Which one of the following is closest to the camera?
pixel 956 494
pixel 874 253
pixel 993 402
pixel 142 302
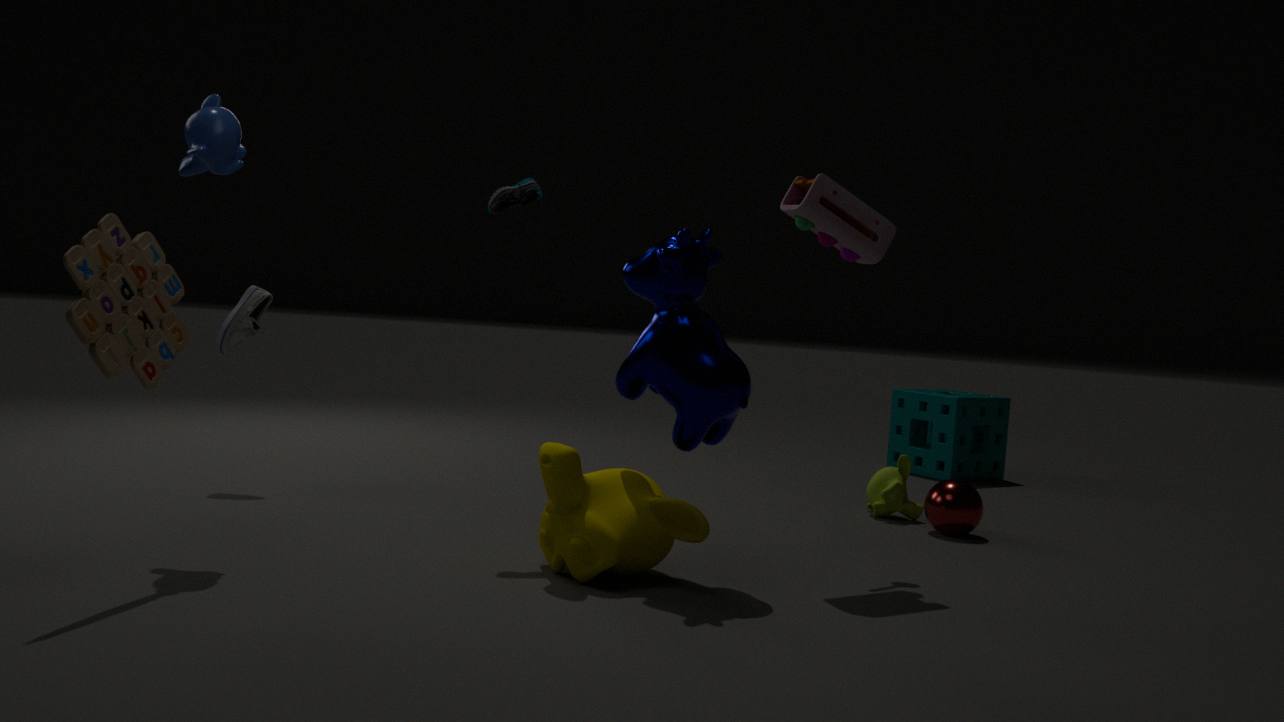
pixel 142 302
